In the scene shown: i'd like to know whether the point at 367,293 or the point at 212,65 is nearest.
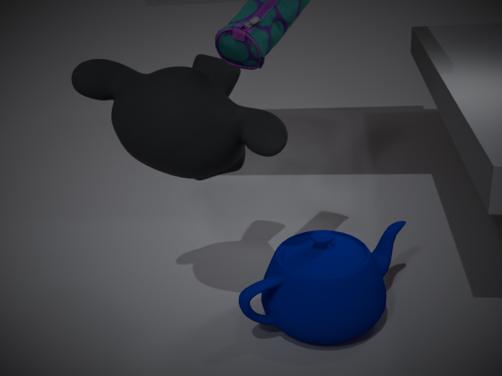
the point at 367,293
